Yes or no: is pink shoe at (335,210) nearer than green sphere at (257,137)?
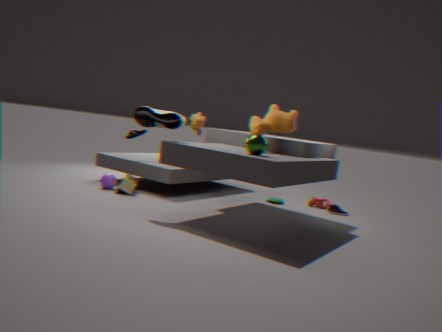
No
